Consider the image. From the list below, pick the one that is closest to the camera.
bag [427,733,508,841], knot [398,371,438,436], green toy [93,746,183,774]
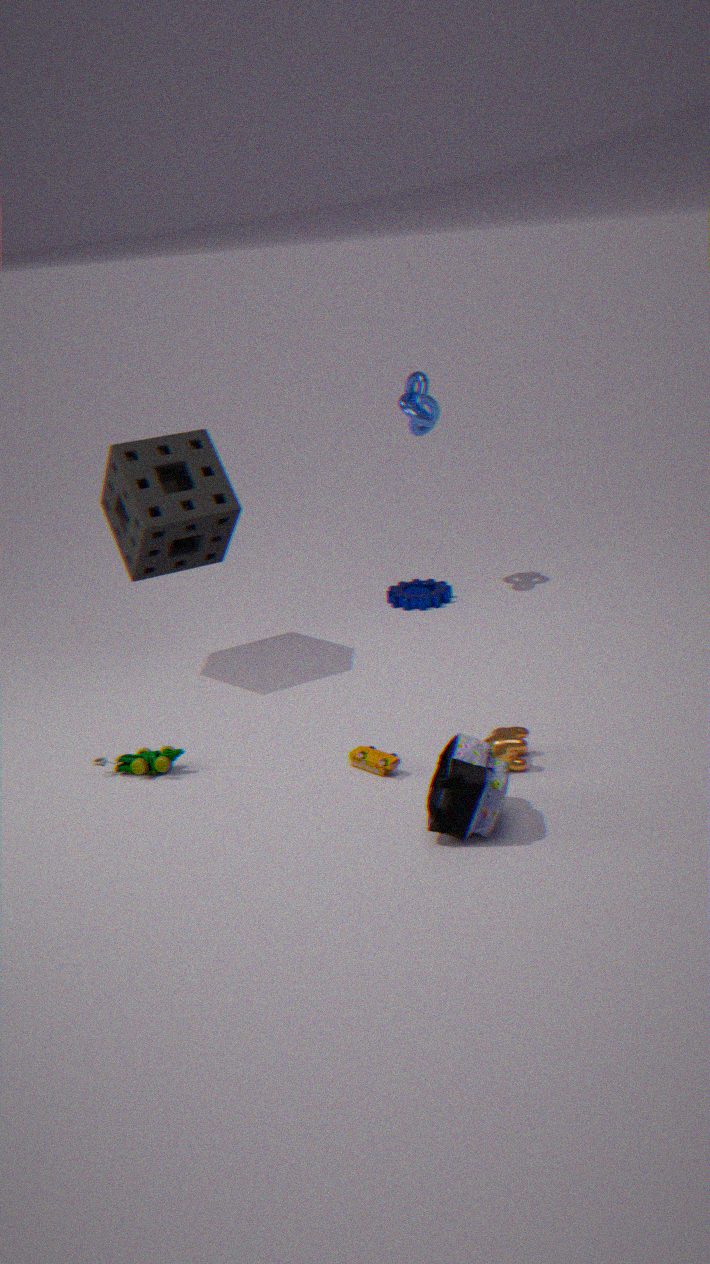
bag [427,733,508,841]
